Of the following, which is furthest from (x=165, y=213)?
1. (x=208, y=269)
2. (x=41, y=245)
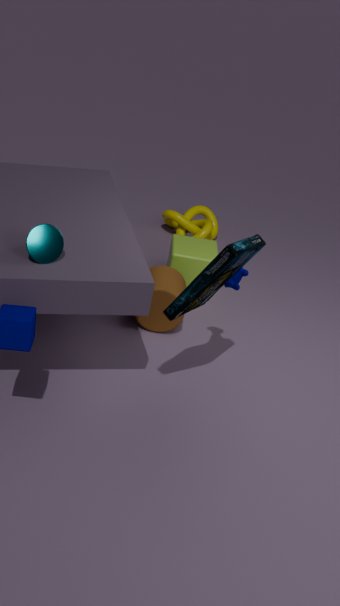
(x=41, y=245)
